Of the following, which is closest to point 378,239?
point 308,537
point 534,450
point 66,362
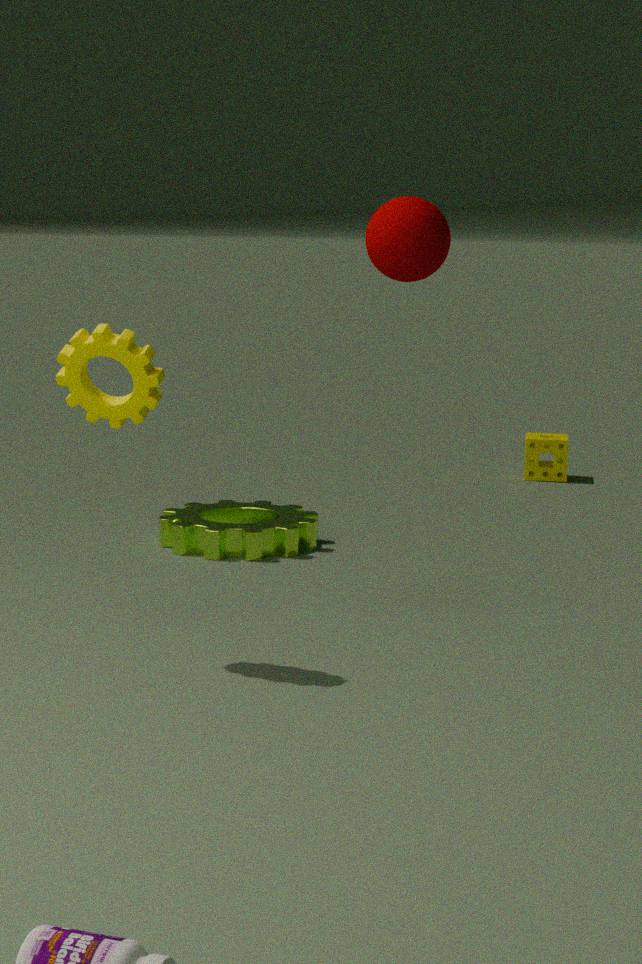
point 66,362
